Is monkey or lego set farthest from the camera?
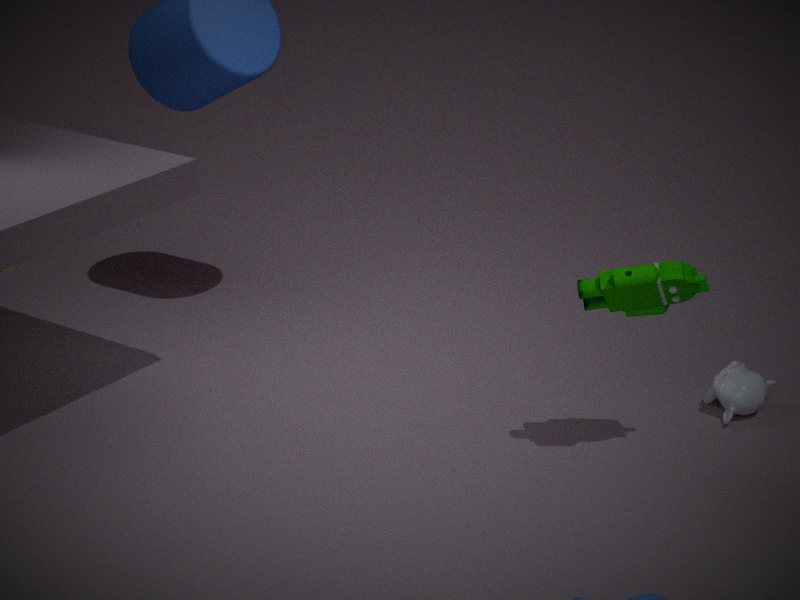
monkey
